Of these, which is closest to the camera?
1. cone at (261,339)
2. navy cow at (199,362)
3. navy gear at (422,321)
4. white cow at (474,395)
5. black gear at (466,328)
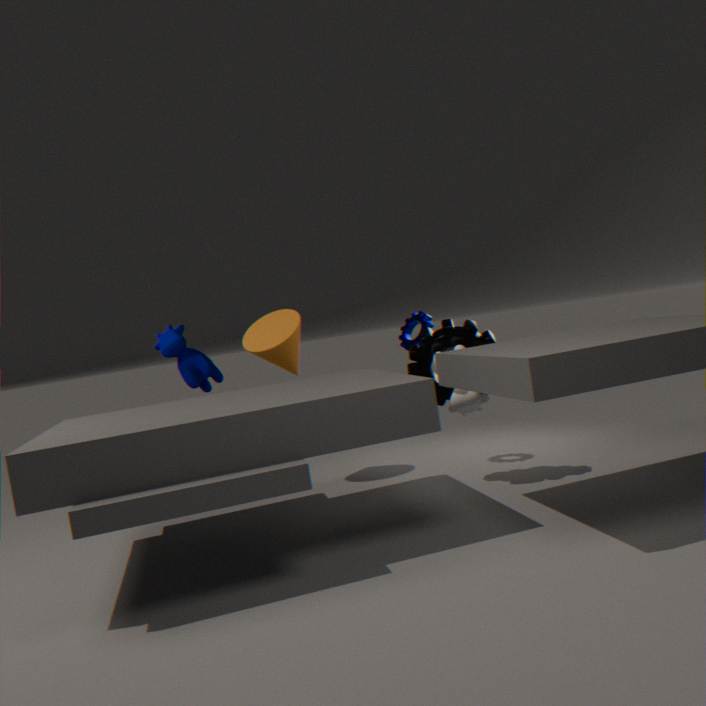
white cow at (474,395)
